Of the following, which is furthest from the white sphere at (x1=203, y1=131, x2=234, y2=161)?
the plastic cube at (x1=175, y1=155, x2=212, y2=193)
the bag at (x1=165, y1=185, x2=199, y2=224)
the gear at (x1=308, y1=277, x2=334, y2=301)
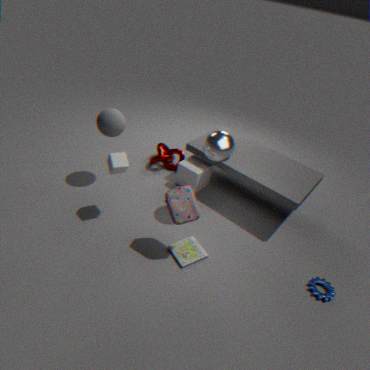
the gear at (x1=308, y1=277, x2=334, y2=301)
